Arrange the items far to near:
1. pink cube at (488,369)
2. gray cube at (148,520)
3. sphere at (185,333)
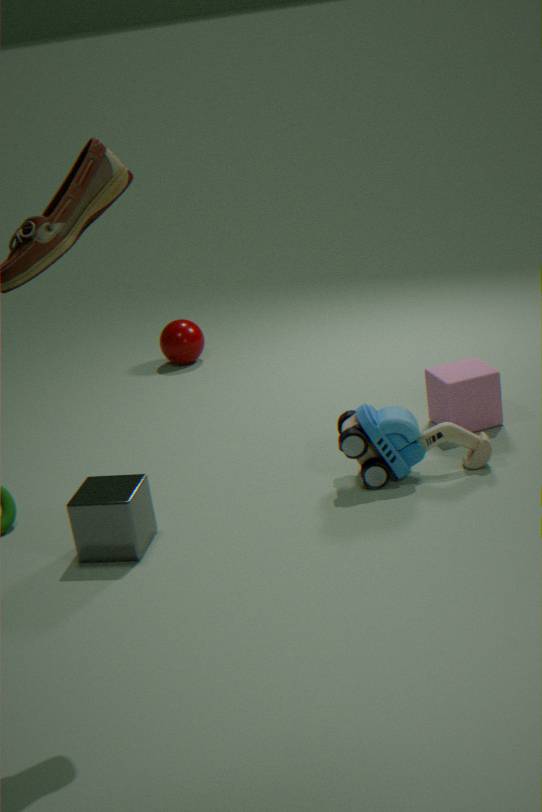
sphere at (185,333) → pink cube at (488,369) → gray cube at (148,520)
